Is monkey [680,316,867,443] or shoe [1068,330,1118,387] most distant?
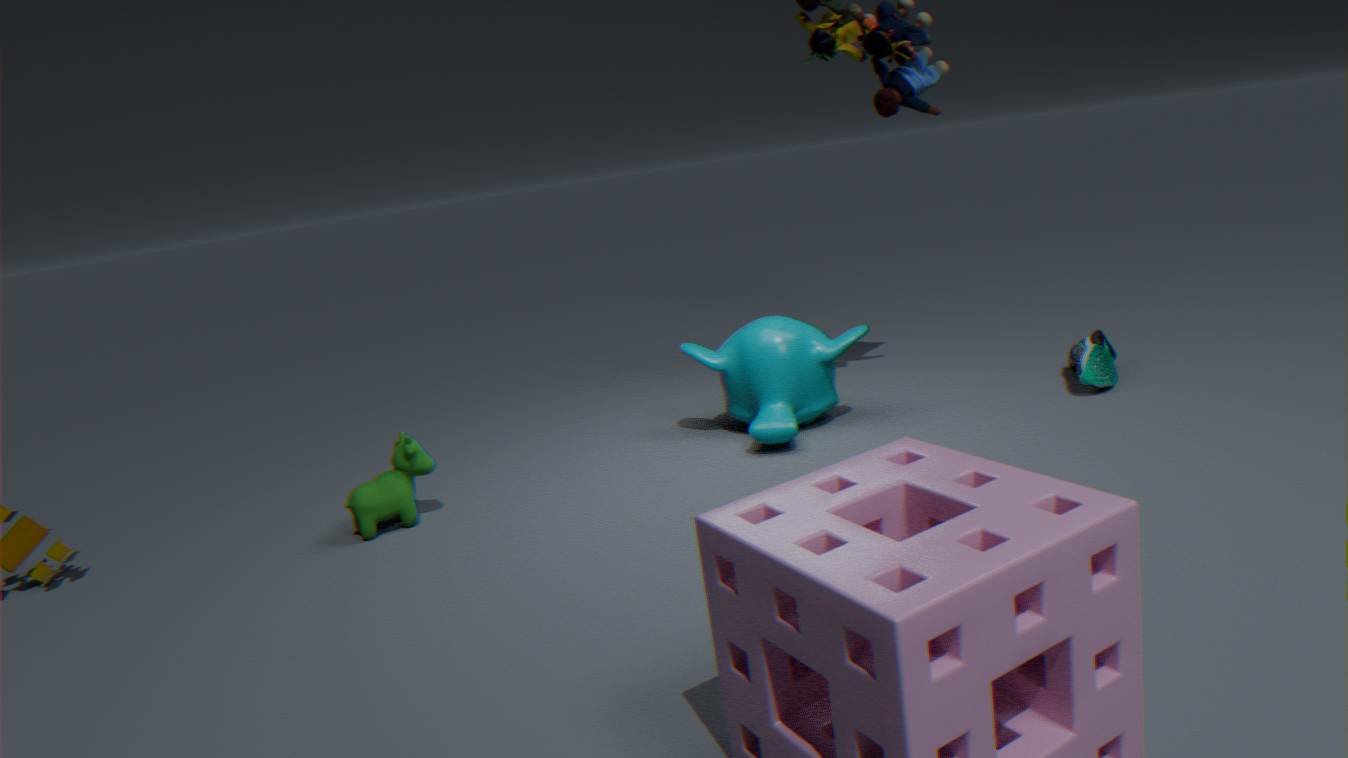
shoe [1068,330,1118,387]
